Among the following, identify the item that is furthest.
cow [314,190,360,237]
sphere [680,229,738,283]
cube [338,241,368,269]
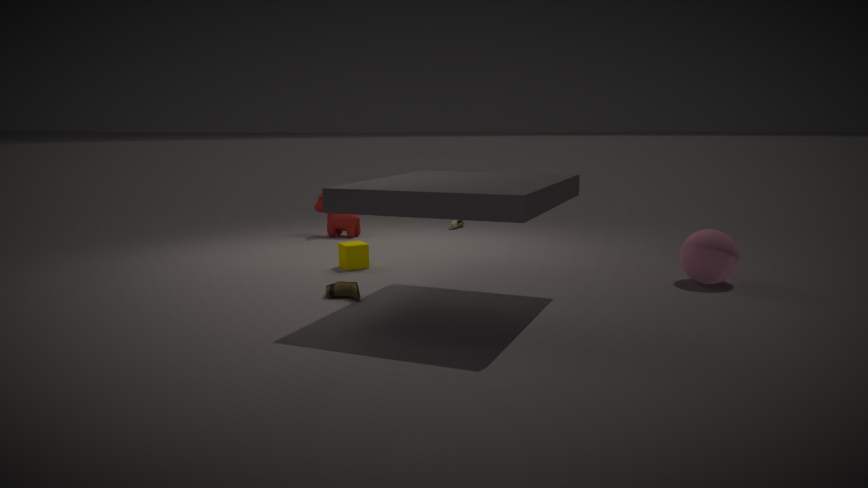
cow [314,190,360,237]
